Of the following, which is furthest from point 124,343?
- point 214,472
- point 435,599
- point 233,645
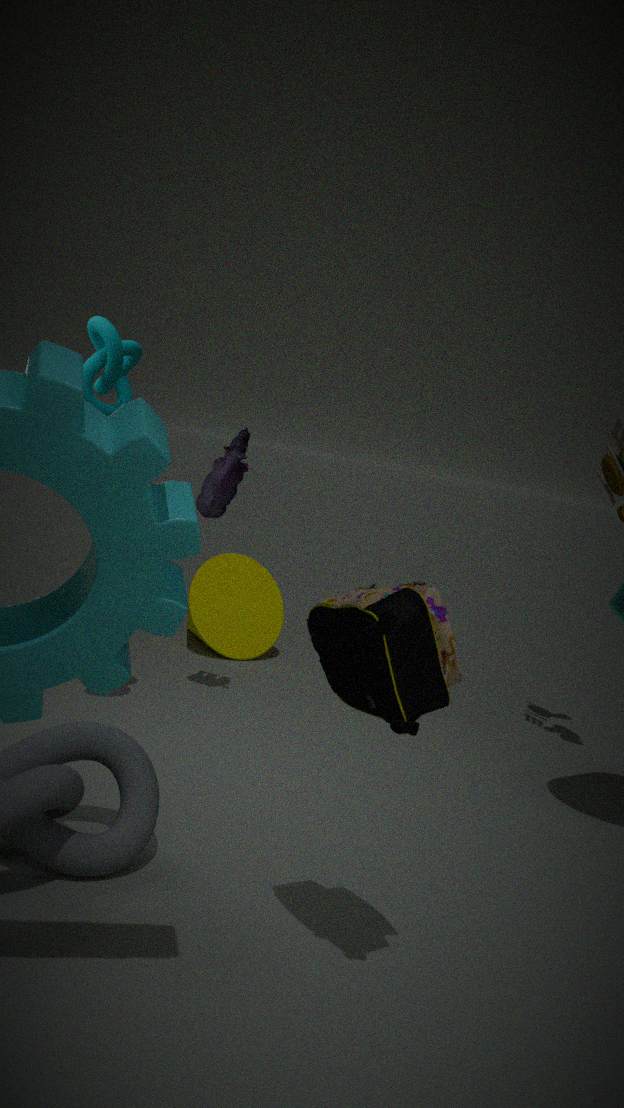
point 233,645
